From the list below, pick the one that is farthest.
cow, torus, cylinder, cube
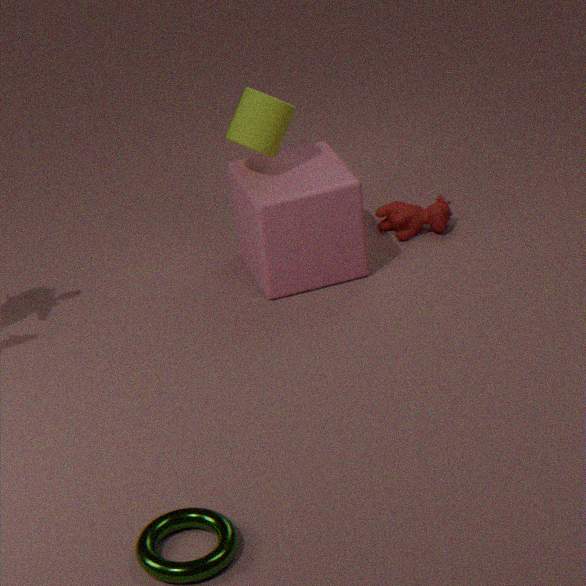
cow
